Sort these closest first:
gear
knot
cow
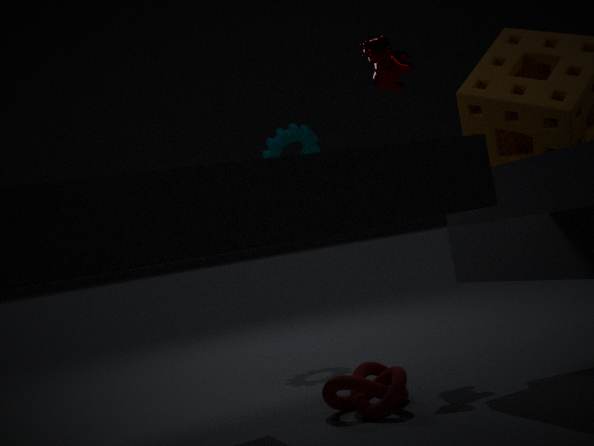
knot, cow, gear
